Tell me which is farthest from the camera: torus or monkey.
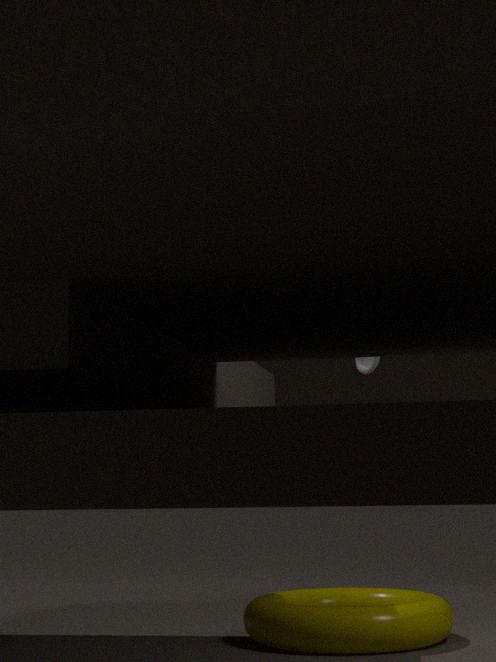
monkey
